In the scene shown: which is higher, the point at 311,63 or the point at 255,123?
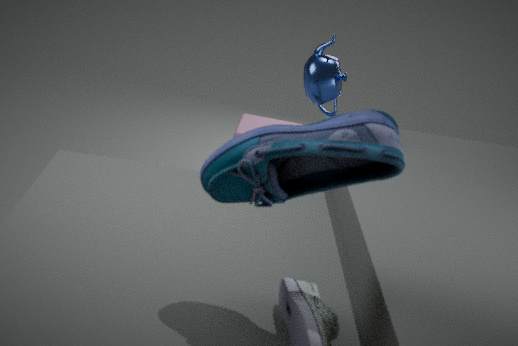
the point at 311,63
